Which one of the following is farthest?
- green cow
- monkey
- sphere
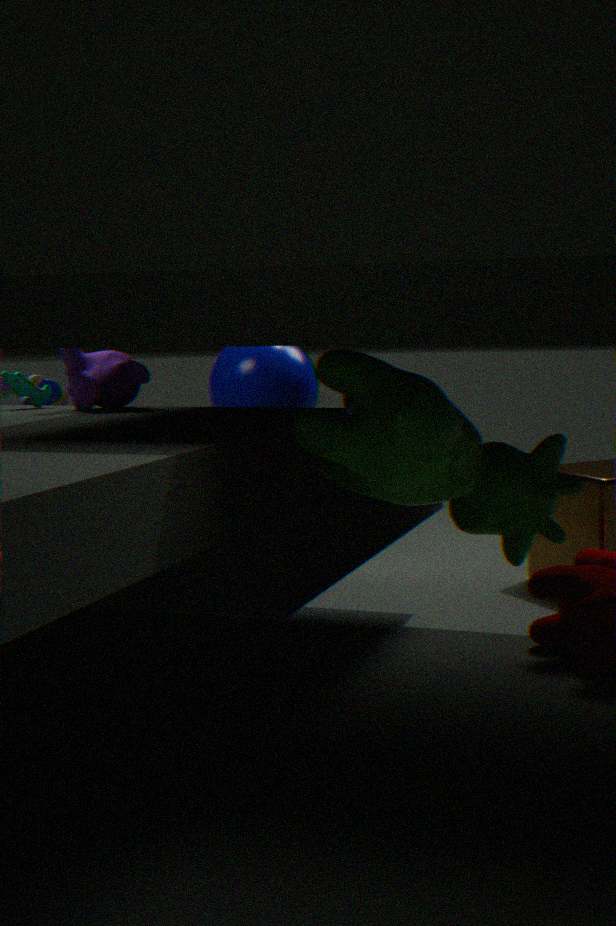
sphere
